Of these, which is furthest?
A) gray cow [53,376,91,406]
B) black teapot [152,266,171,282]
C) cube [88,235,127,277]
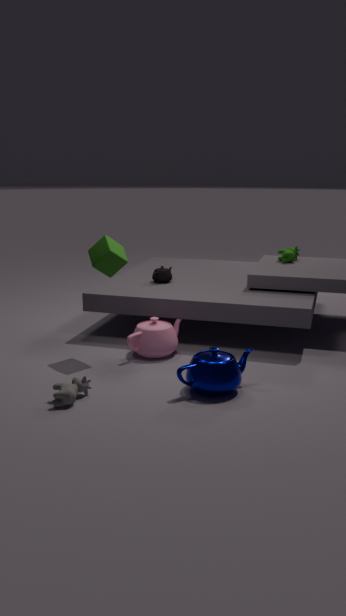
black teapot [152,266,171,282]
